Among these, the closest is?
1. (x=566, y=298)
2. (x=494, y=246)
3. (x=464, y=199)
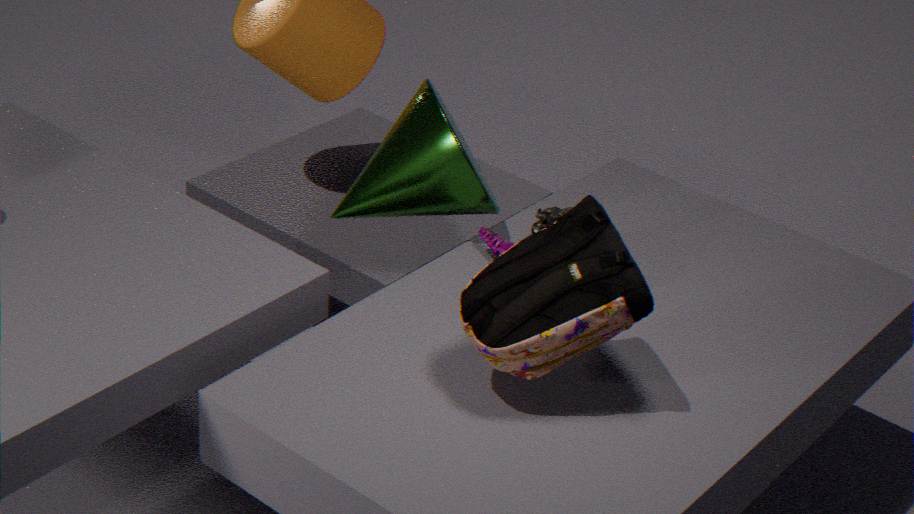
(x=566, y=298)
